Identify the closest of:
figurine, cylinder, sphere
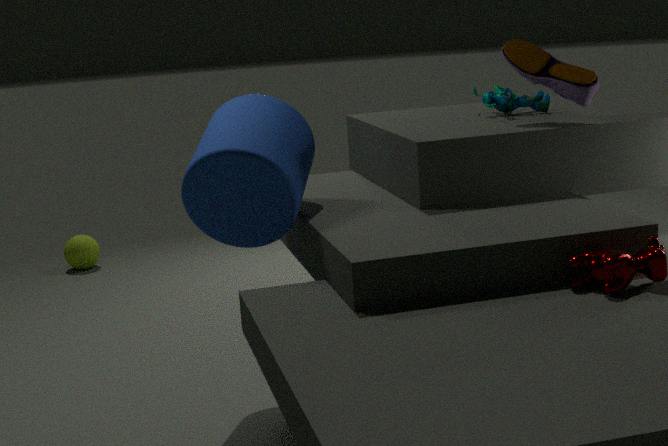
cylinder
